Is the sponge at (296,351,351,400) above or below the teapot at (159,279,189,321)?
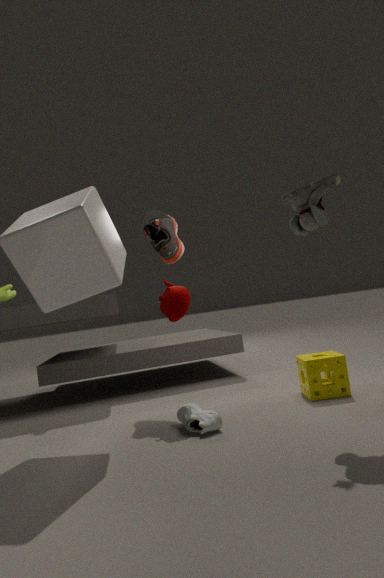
below
